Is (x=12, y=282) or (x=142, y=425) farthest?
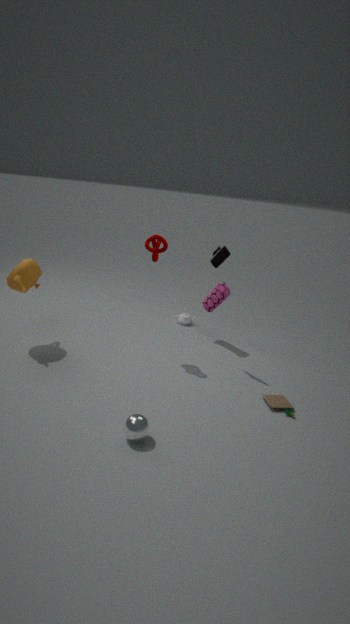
(x=12, y=282)
